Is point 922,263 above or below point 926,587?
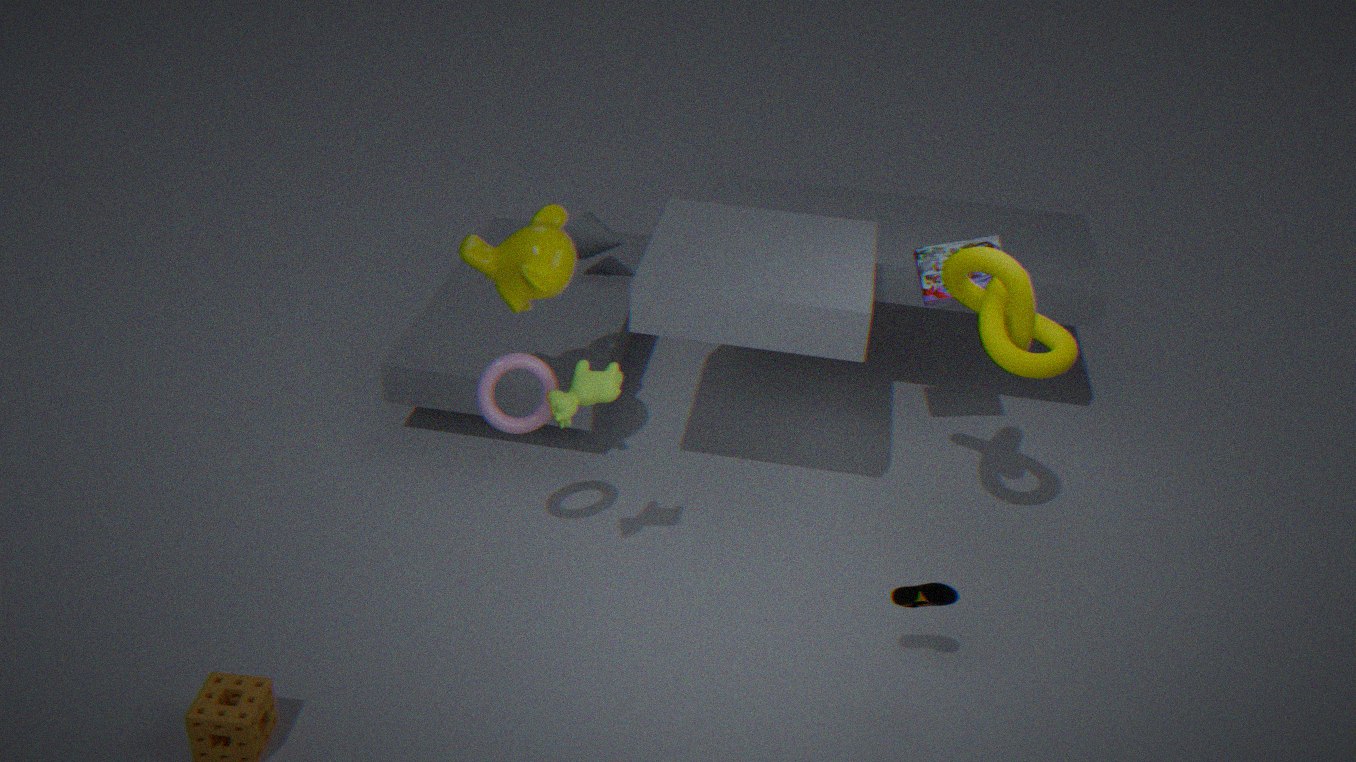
above
